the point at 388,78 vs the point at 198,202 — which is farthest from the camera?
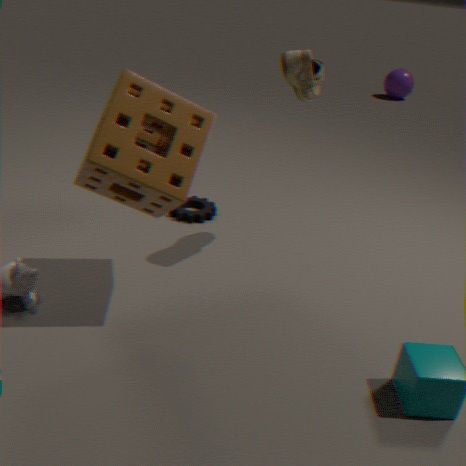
the point at 388,78
